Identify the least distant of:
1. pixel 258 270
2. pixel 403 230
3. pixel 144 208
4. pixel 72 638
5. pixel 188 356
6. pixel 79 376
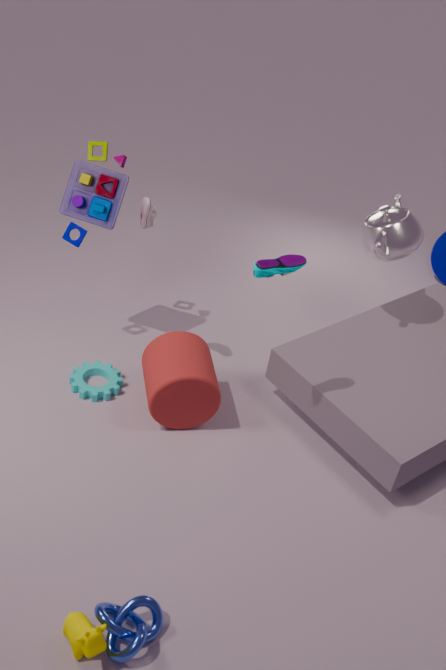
pixel 72 638
